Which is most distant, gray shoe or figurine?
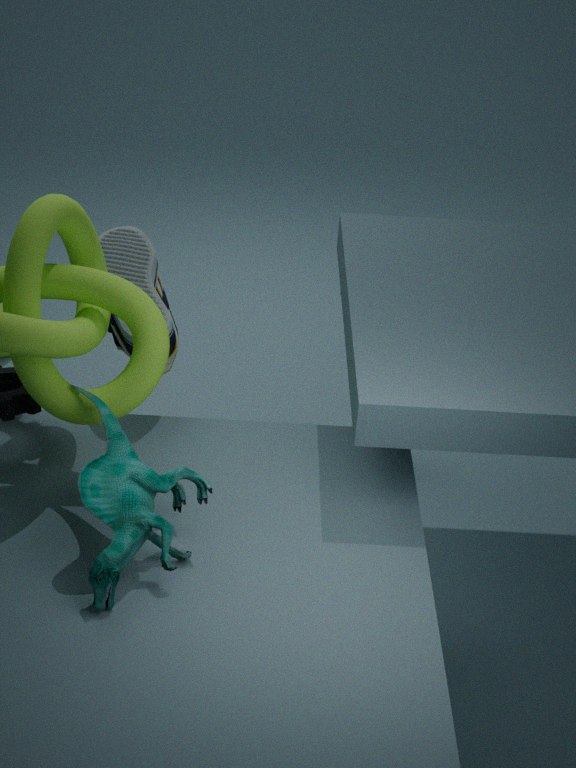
A: gray shoe
